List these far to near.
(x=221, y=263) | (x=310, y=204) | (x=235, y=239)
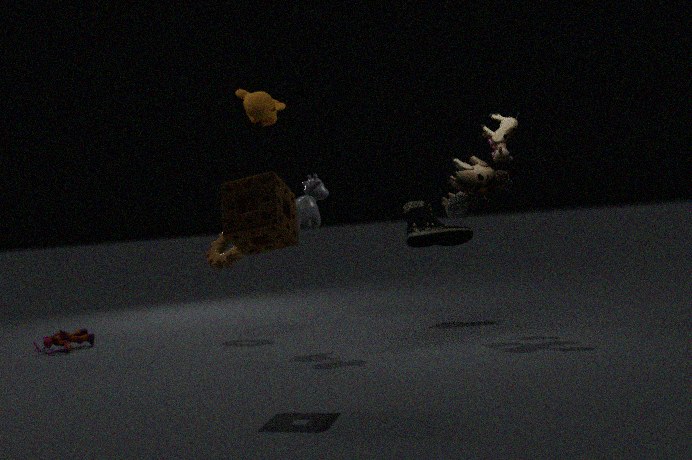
(x=221, y=263), (x=310, y=204), (x=235, y=239)
